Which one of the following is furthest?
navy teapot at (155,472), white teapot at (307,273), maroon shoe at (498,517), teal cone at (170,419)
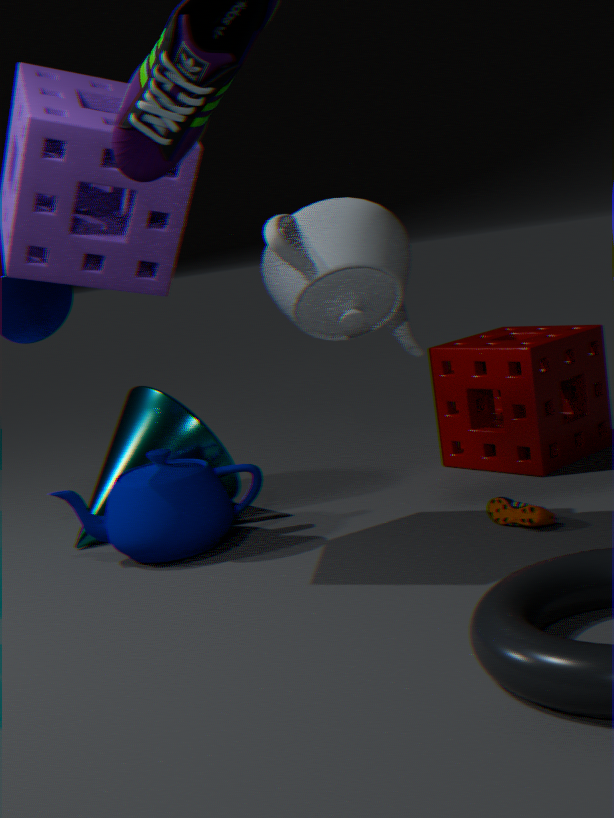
teal cone at (170,419)
